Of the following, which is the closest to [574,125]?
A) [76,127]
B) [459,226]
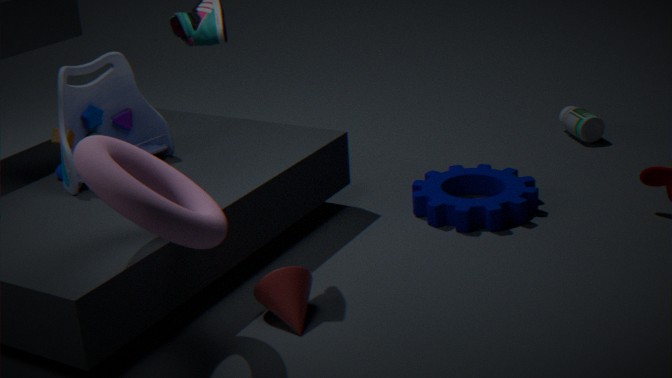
[459,226]
